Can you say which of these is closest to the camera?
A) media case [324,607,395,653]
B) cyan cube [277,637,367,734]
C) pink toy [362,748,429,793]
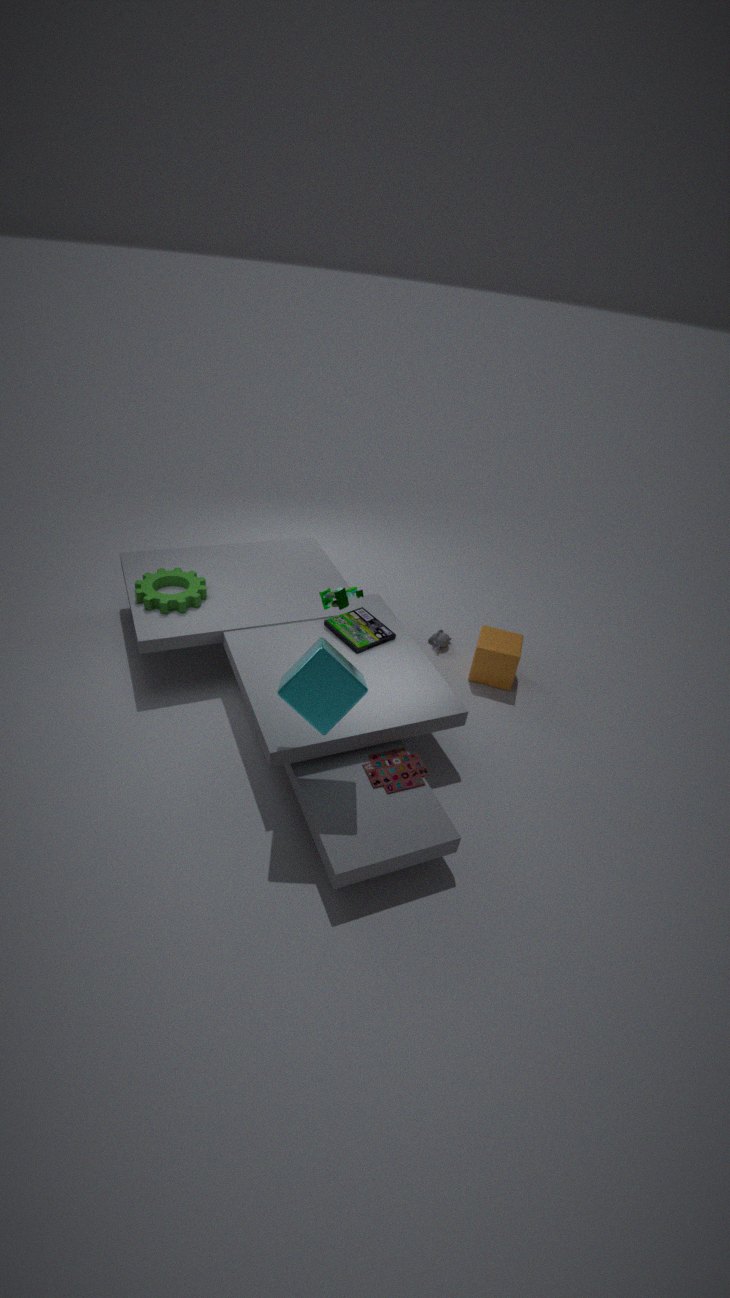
cyan cube [277,637,367,734]
